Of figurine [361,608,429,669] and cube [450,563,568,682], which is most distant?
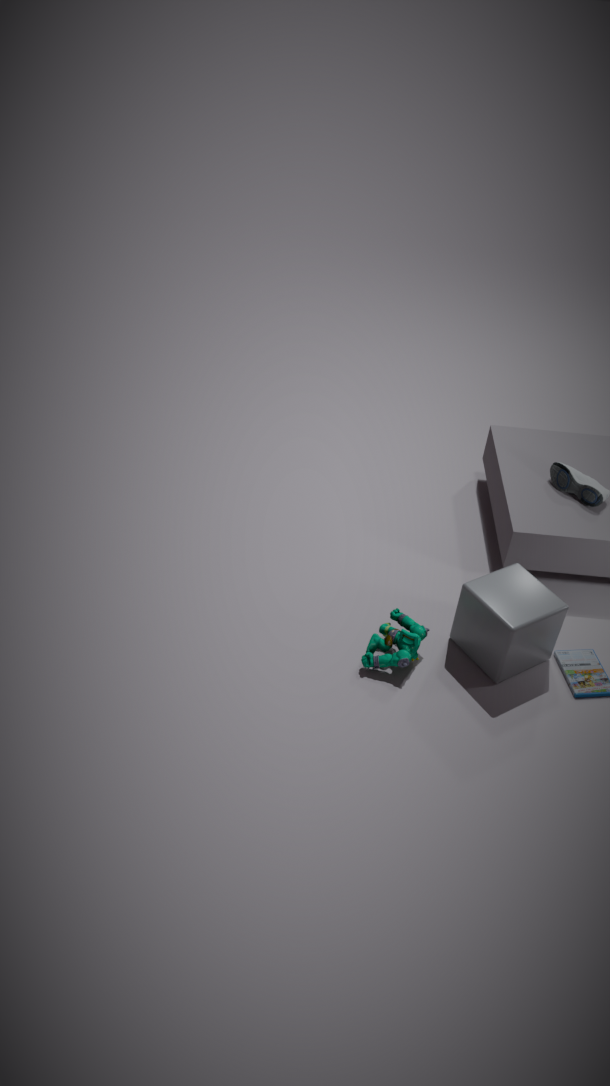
figurine [361,608,429,669]
